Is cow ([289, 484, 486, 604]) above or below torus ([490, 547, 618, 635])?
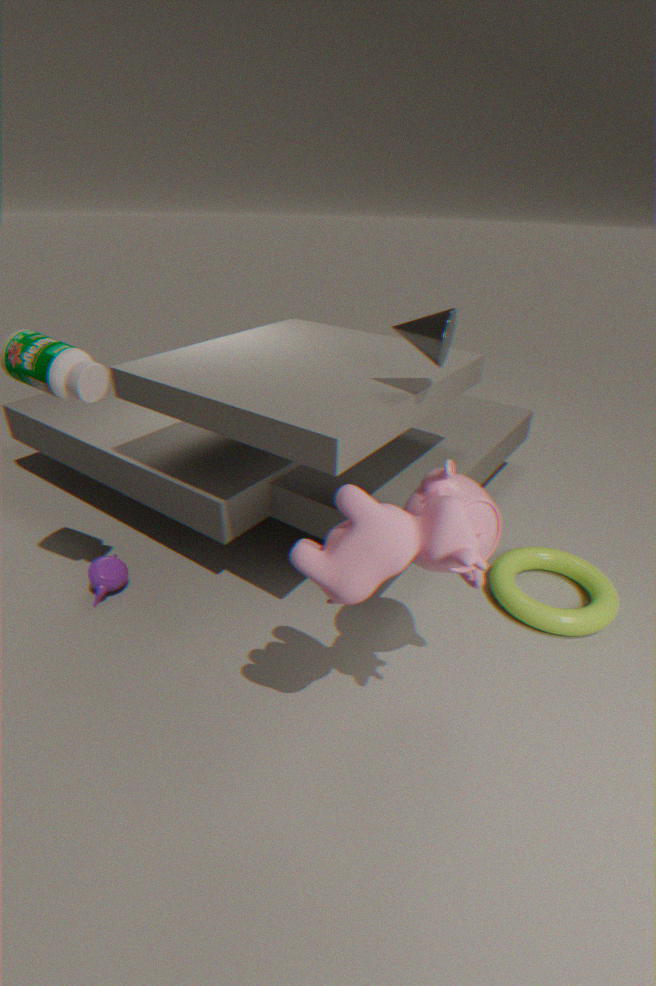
above
